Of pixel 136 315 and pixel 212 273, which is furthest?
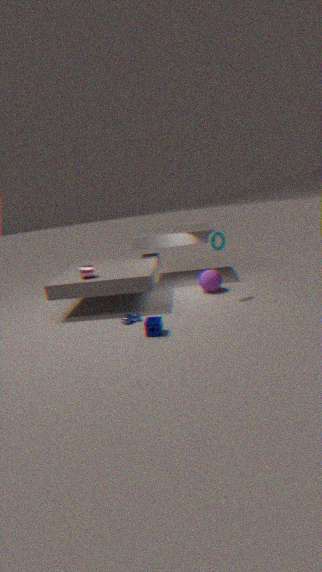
pixel 212 273
